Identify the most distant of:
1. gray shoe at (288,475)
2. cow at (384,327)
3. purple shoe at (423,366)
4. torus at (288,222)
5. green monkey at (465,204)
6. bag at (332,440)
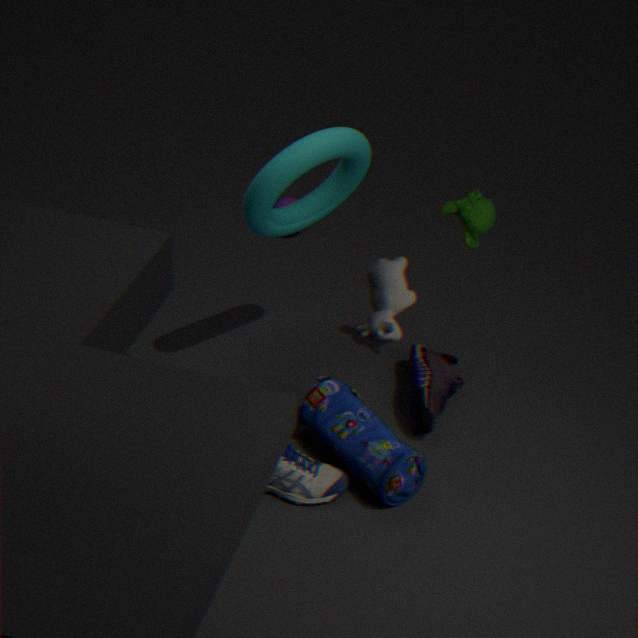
purple shoe at (423,366)
